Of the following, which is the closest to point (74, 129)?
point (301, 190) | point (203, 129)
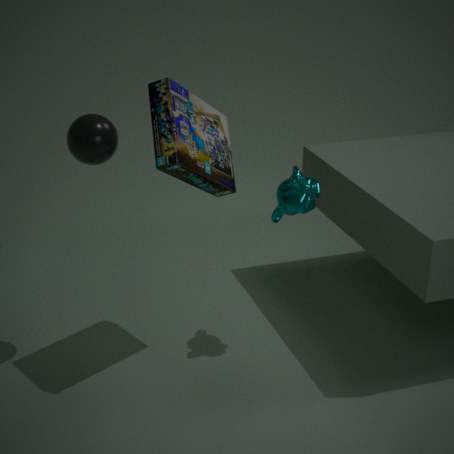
point (203, 129)
